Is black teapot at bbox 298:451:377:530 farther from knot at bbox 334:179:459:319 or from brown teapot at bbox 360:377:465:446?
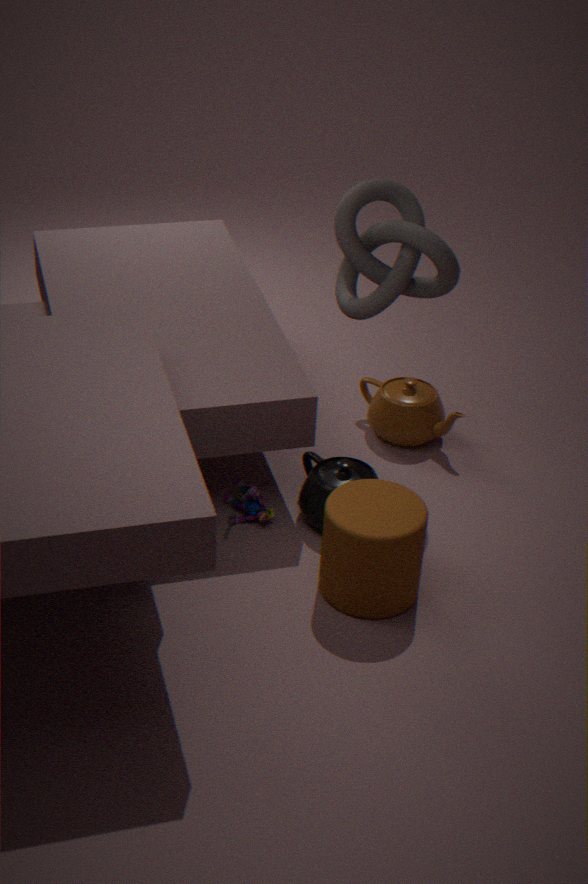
knot at bbox 334:179:459:319
